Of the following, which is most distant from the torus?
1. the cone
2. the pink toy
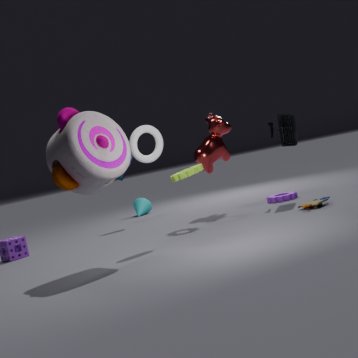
the cone
